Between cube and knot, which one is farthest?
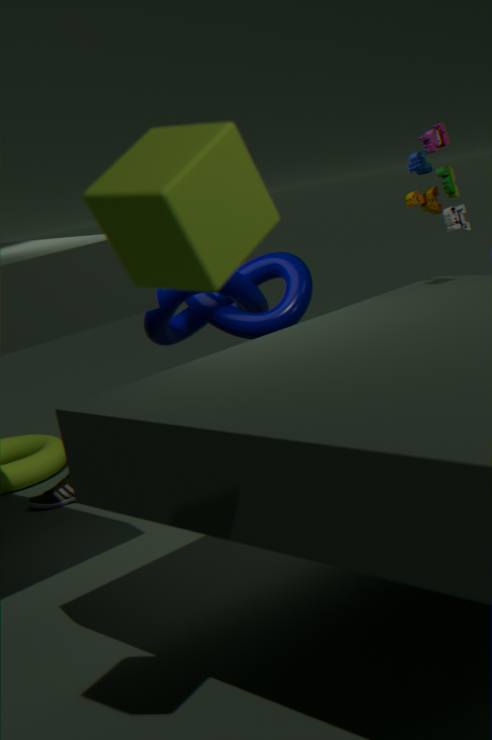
knot
